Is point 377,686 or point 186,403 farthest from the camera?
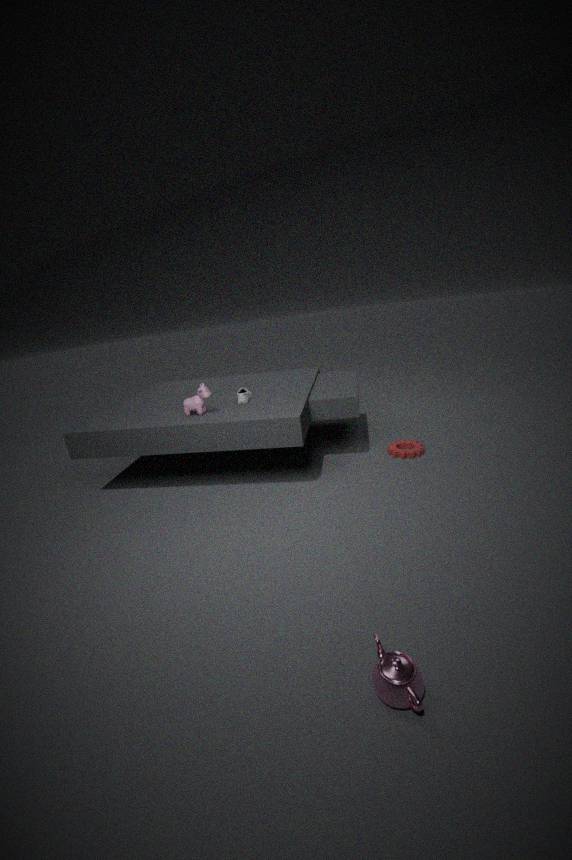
point 186,403
